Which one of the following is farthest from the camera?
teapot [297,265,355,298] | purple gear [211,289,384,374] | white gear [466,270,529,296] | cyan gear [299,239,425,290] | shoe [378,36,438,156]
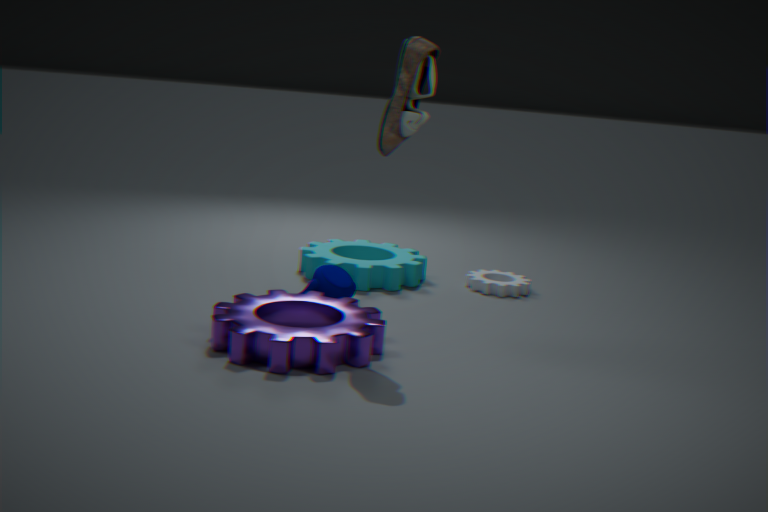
white gear [466,270,529,296]
